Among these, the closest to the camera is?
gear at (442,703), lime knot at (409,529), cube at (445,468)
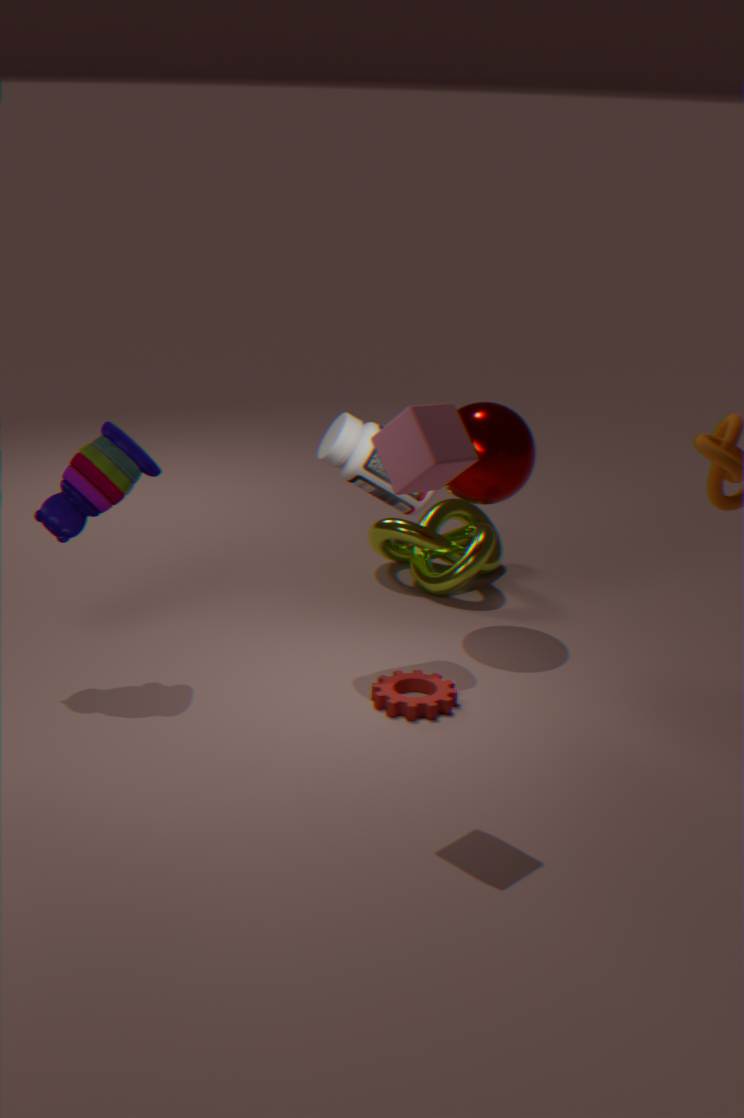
cube at (445,468)
